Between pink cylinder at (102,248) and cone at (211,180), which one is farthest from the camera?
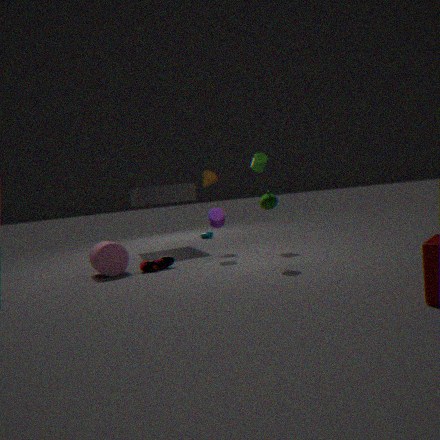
cone at (211,180)
